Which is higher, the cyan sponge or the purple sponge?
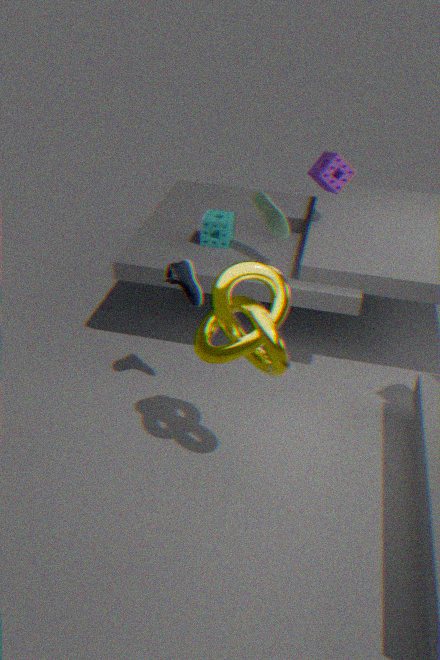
the purple sponge
